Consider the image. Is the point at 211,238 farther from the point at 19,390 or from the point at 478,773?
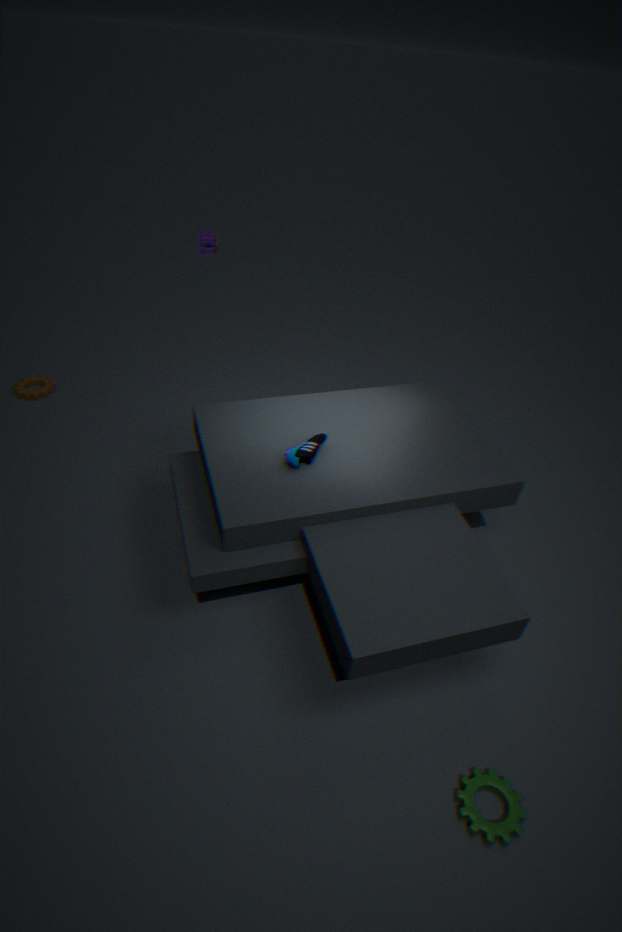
the point at 478,773
